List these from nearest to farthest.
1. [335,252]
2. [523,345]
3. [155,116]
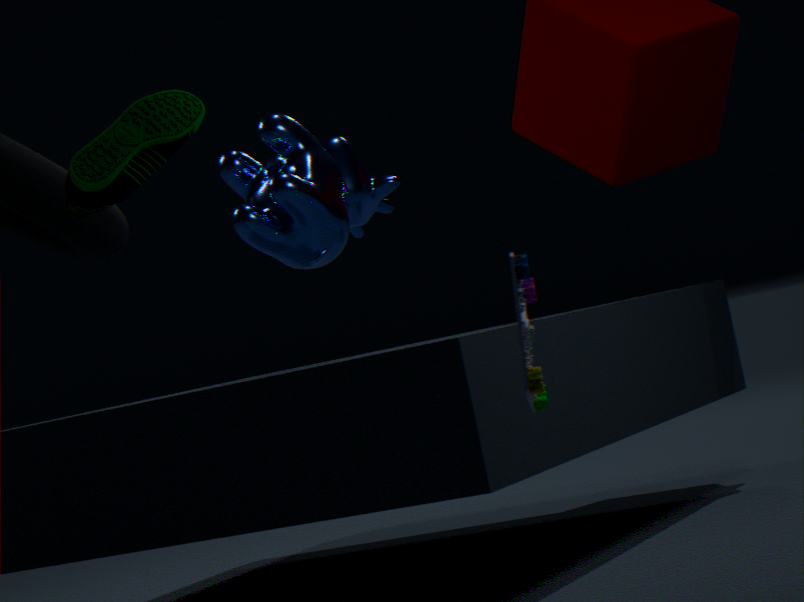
[523,345] → [155,116] → [335,252]
